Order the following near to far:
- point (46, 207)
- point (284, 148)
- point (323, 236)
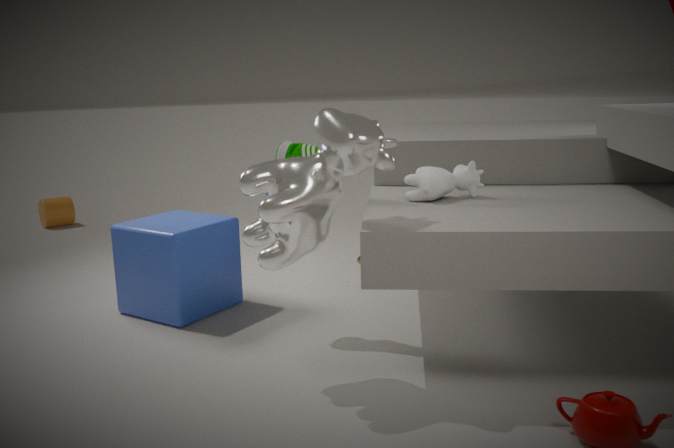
point (323, 236), point (284, 148), point (46, 207)
